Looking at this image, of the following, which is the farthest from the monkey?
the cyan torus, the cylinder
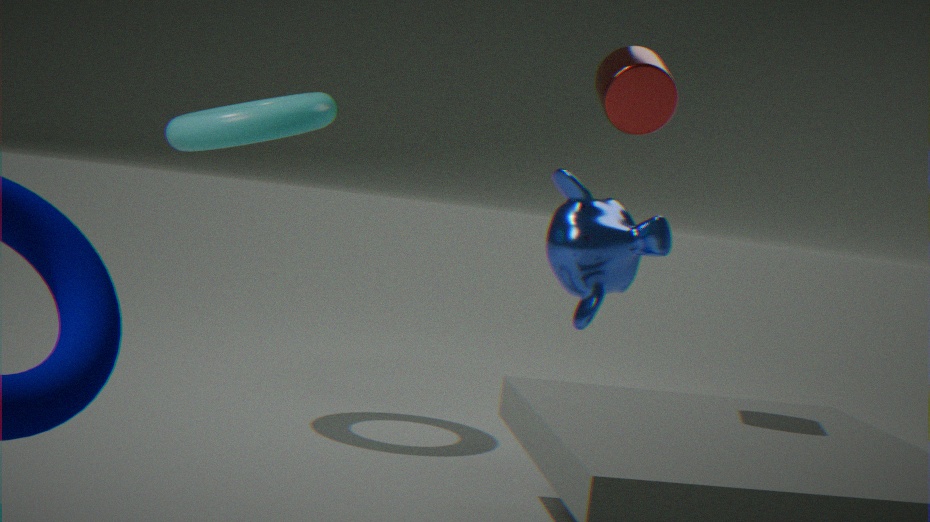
the cyan torus
